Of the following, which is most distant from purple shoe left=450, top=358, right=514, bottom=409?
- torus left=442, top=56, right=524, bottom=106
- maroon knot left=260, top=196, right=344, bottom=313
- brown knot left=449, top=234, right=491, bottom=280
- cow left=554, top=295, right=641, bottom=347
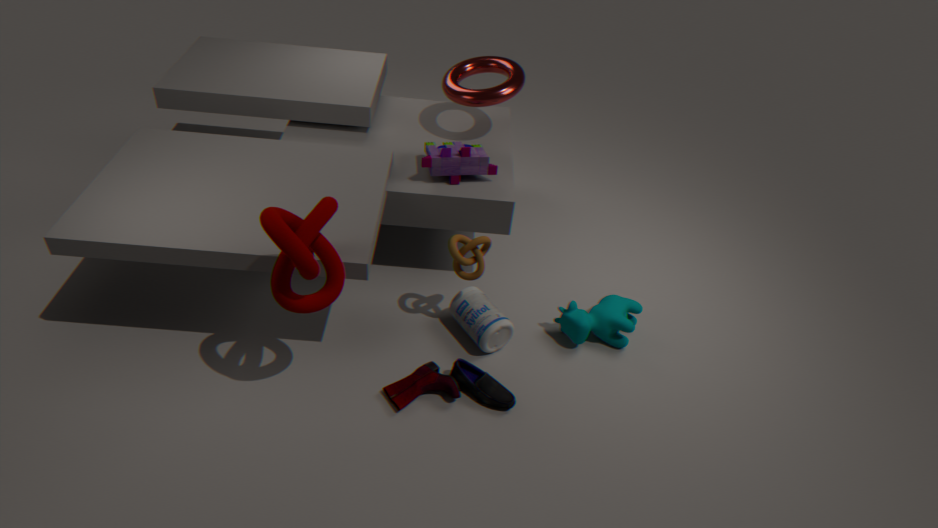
torus left=442, top=56, right=524, bottom=106
